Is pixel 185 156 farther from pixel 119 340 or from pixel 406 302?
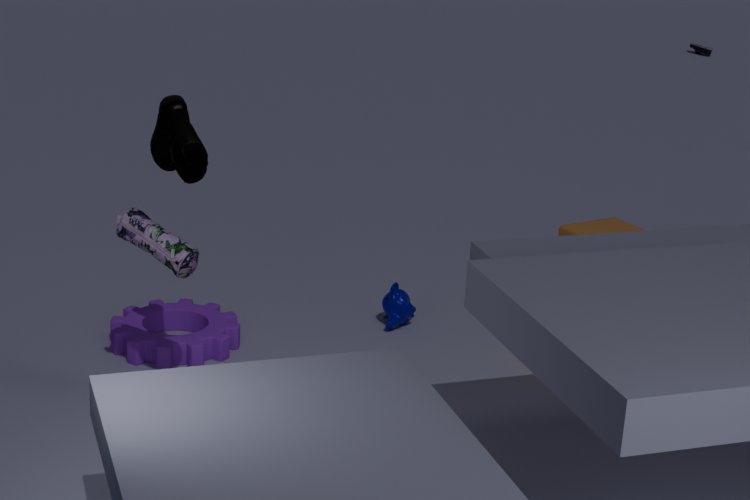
pixel 406 302
